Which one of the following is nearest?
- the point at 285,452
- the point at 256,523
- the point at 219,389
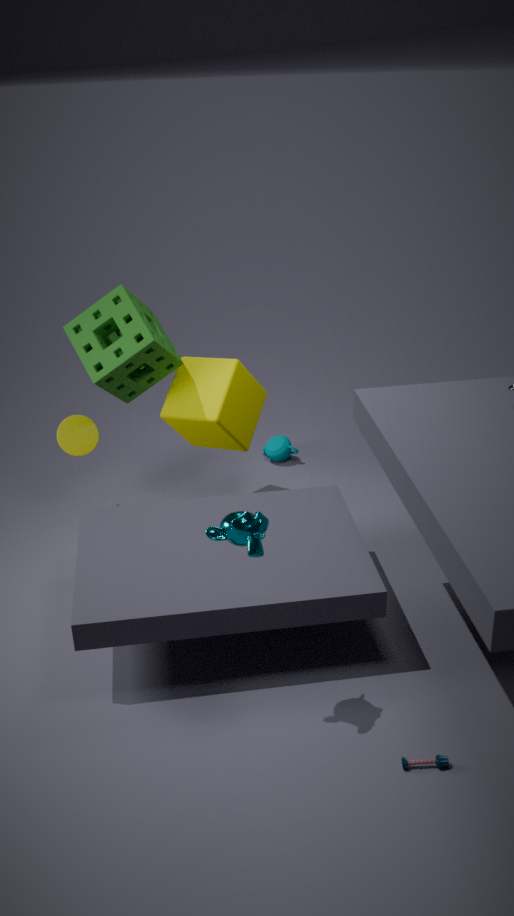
the point at 256,523
